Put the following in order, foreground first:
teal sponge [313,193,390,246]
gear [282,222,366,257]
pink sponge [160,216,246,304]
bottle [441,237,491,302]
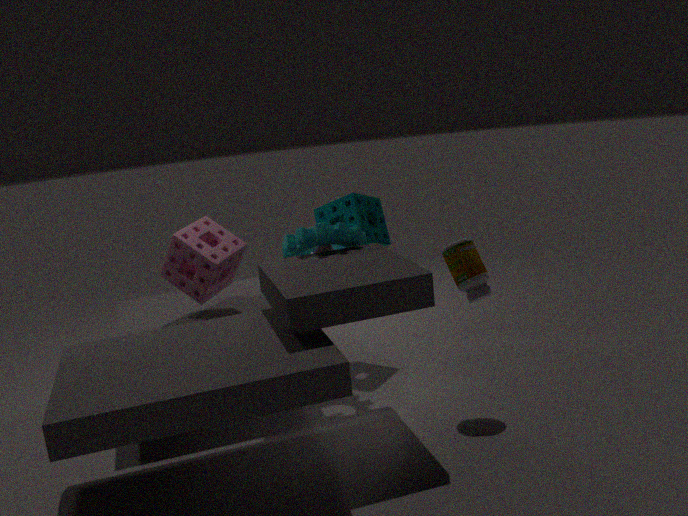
1. bottle [441,237,491,302]
2. gear [282,222,366,257]
3. pink sponge [160,216,246,304]
4. teal sponge [313,193,390,246]
